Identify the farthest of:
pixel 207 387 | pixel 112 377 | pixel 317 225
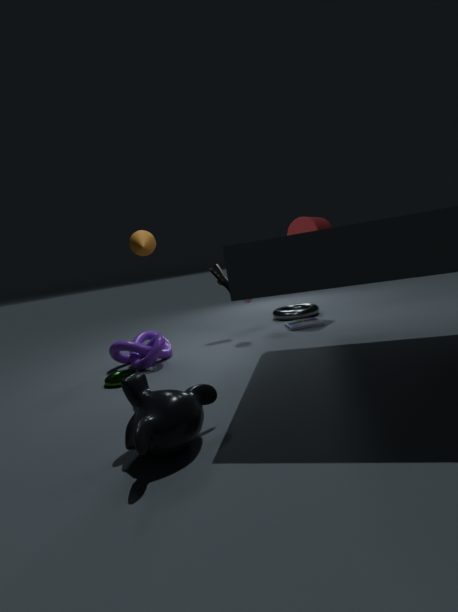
pixel 317 225
